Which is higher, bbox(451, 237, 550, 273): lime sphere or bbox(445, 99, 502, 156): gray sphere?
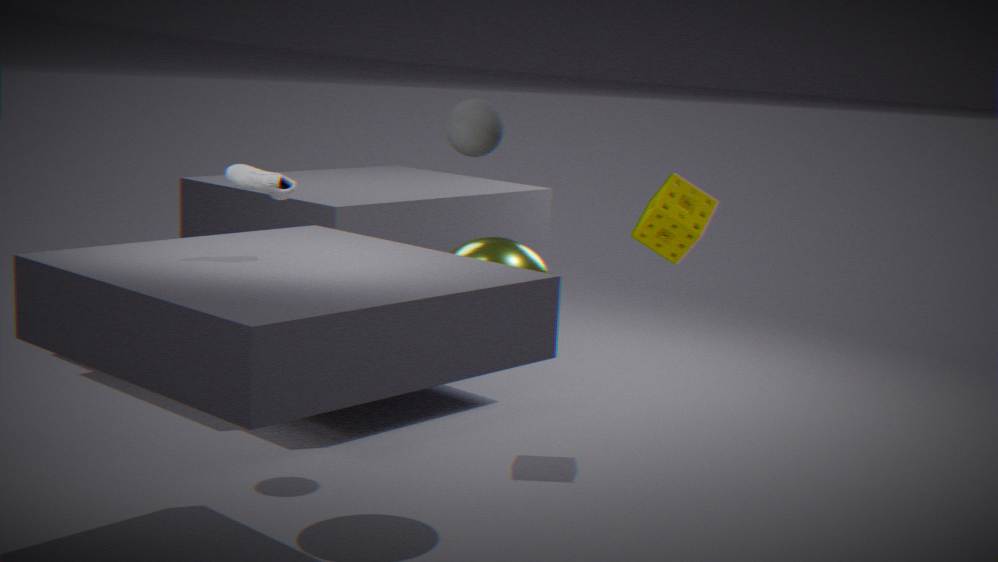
bbox(445, 99, 502, 156): gray sphere
